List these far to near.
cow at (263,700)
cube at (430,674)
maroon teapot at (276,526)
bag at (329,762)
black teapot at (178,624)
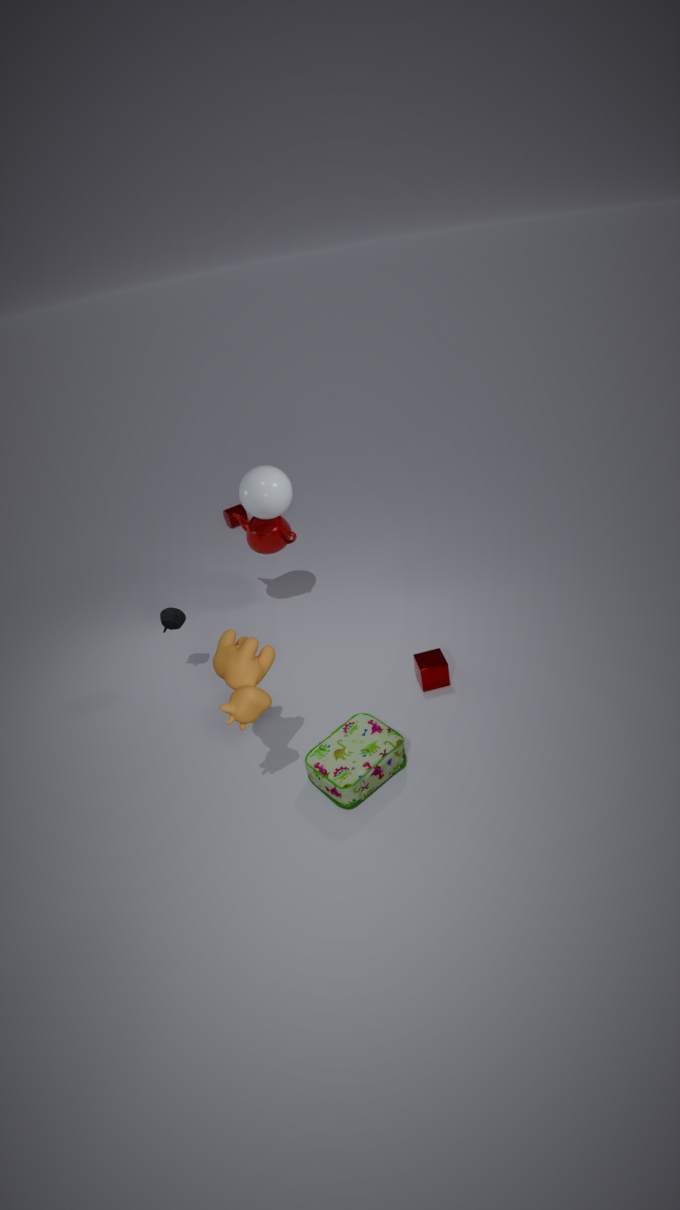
maroon teapot at (276,526), black teapot at (178,624), cube at (430,674), bag at (329,762), cow at (263,700)
